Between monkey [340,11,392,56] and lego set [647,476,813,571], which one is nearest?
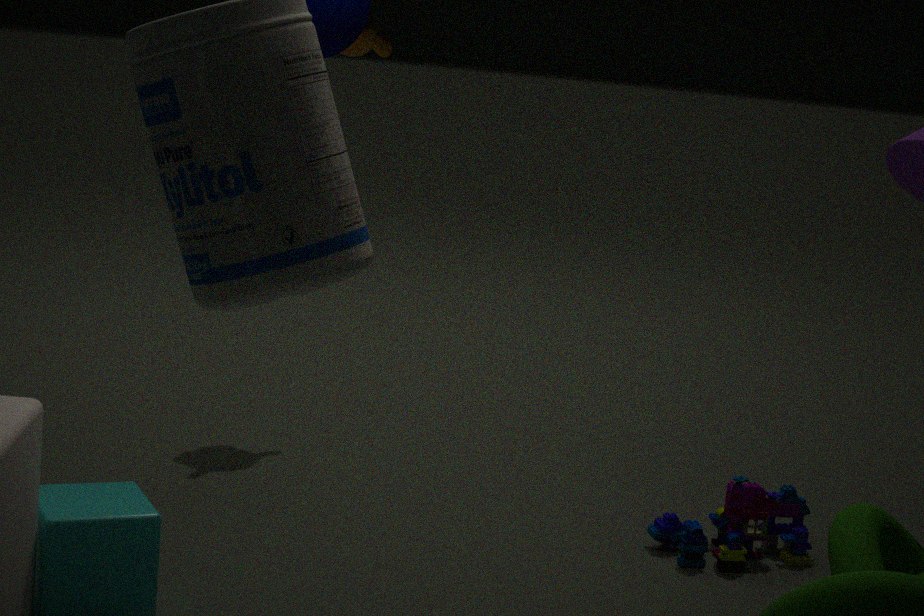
lego set [647,476,813,571]
